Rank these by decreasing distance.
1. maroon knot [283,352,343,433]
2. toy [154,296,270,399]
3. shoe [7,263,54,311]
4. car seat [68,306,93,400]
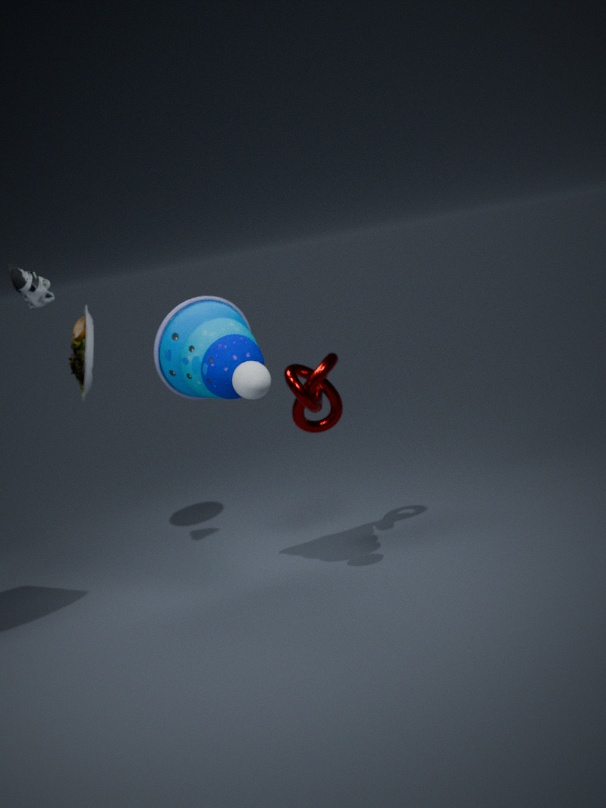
car seat [68,306,93,400]
shoe [7,263,54,311]
maroon knot [283,352,343,433]
toy [154,296,270,399]
